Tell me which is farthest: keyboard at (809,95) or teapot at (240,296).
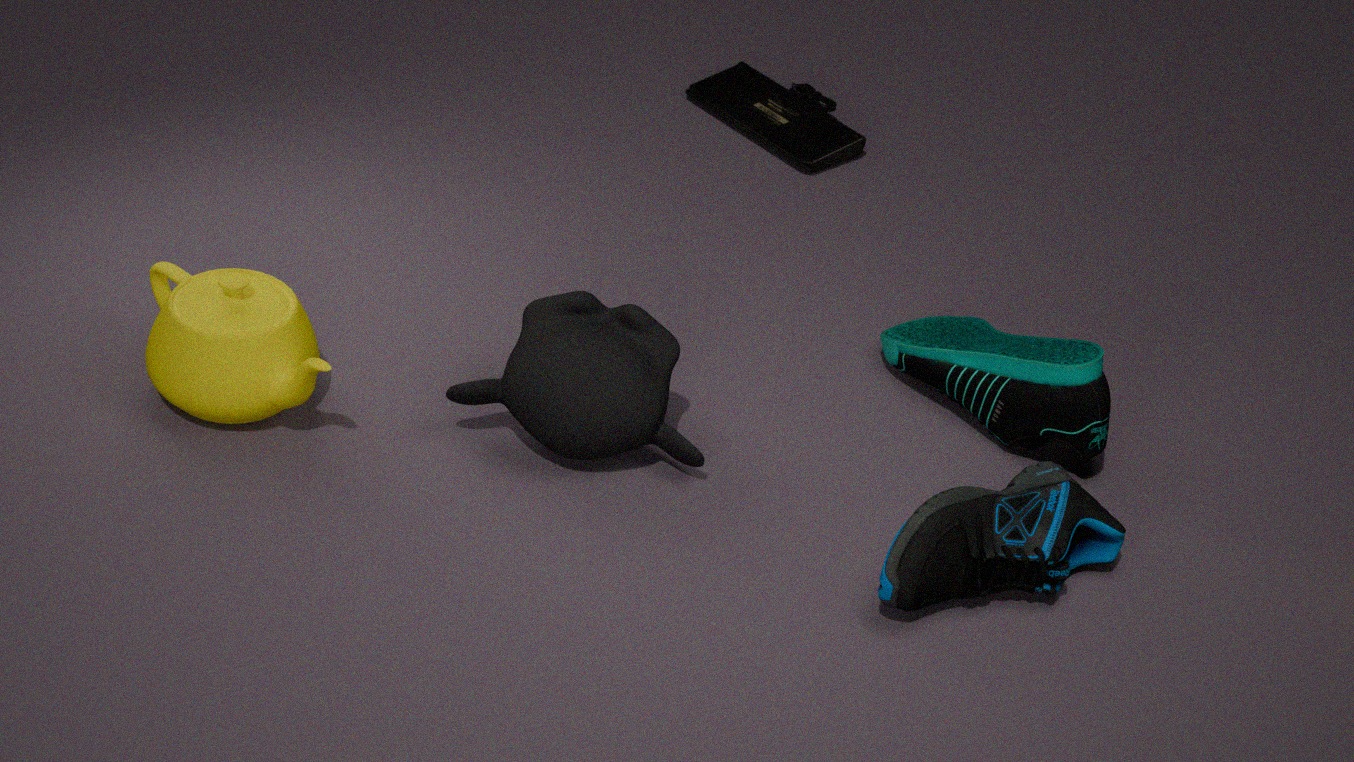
keyboard at (809,95)
